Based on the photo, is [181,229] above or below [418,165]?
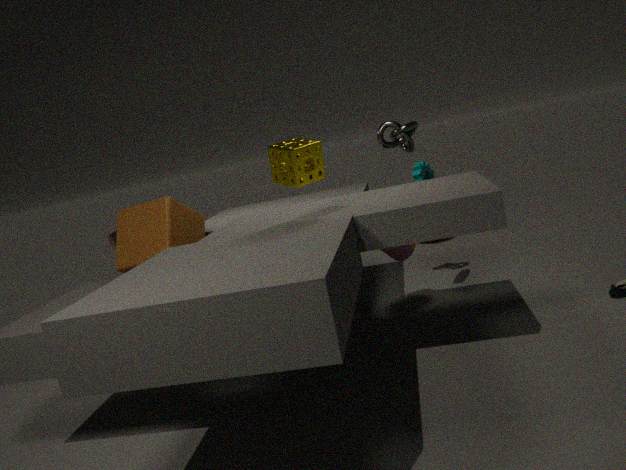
above
